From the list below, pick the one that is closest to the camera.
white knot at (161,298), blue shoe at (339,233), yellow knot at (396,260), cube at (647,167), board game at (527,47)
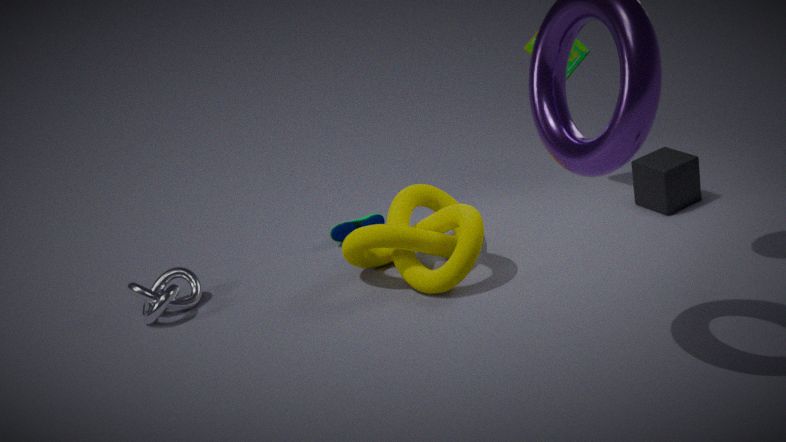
yellow knot at (396,260)
